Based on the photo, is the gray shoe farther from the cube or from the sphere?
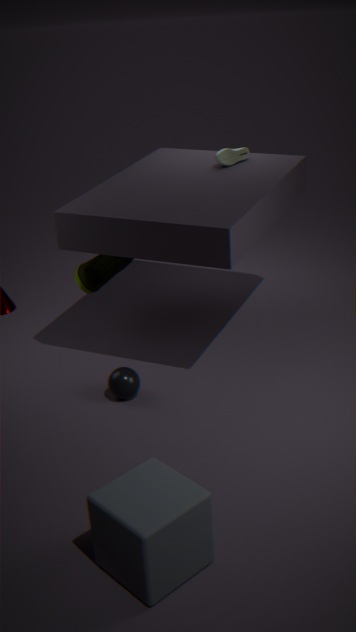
the cube
